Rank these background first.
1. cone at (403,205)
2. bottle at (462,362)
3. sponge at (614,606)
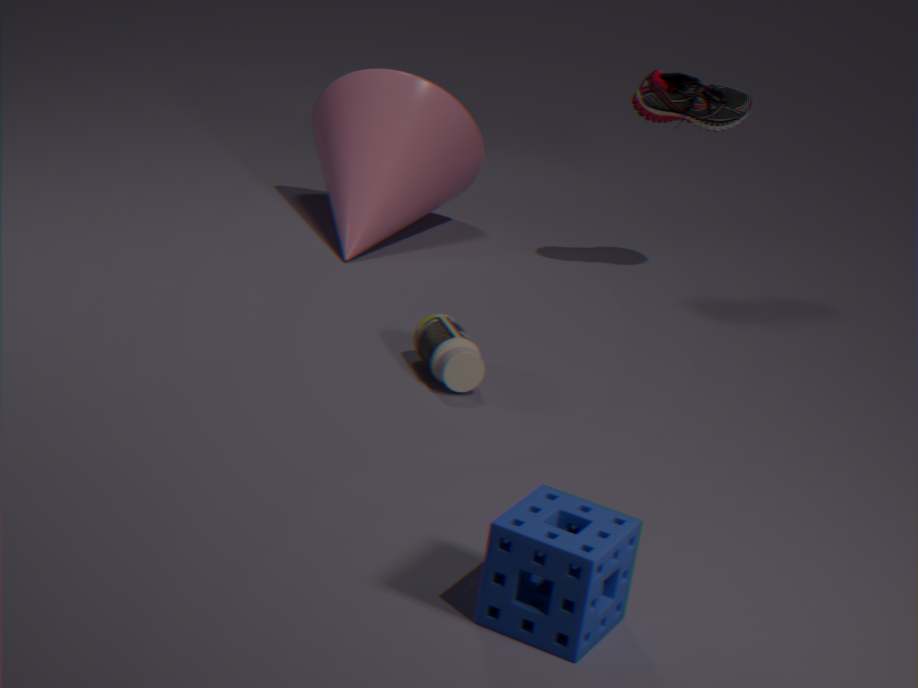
cone at (403,205) → bottle at (462,362) → sponge at (614,606)
